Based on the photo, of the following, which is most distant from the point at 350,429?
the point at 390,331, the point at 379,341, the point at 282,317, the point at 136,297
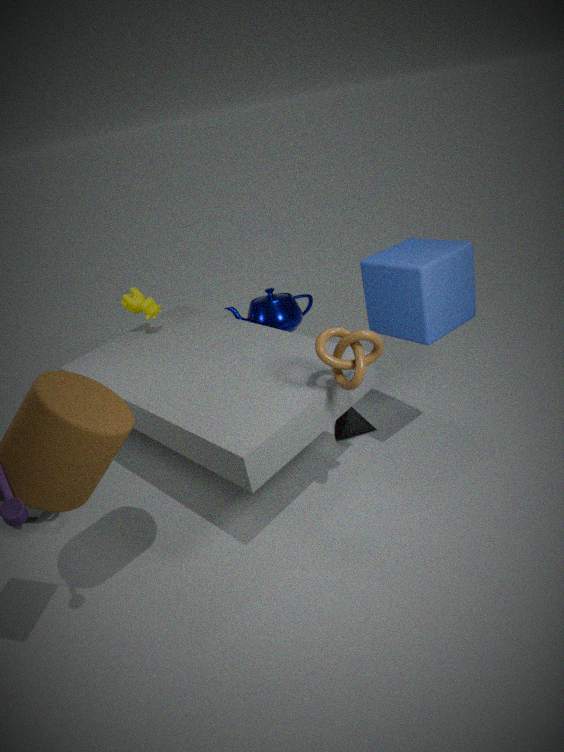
the point at 136,297
